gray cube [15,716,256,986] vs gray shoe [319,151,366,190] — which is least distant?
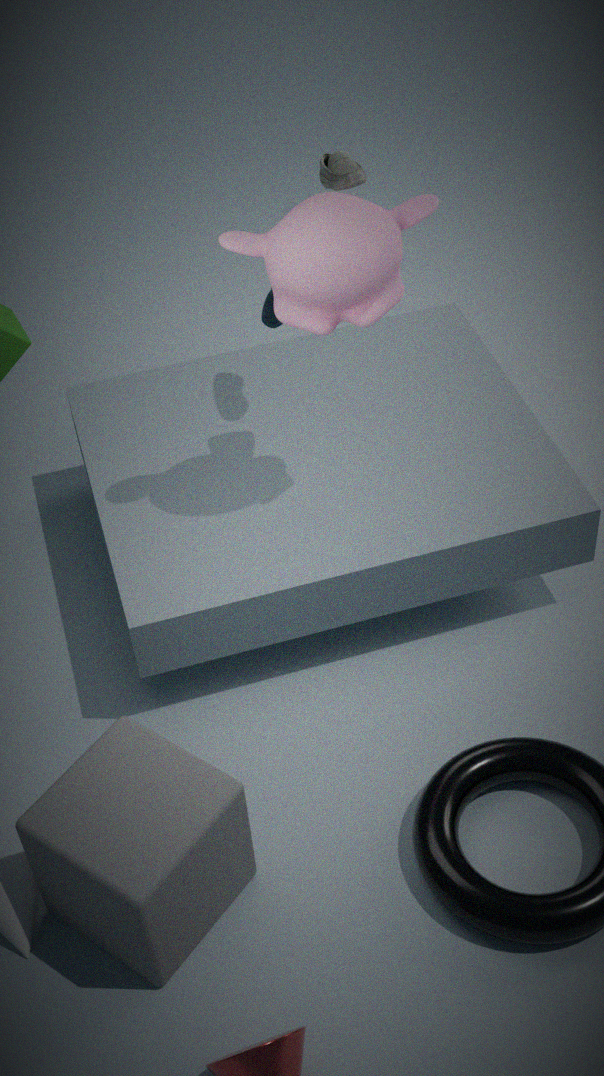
gray cube [15,716,256,986]
